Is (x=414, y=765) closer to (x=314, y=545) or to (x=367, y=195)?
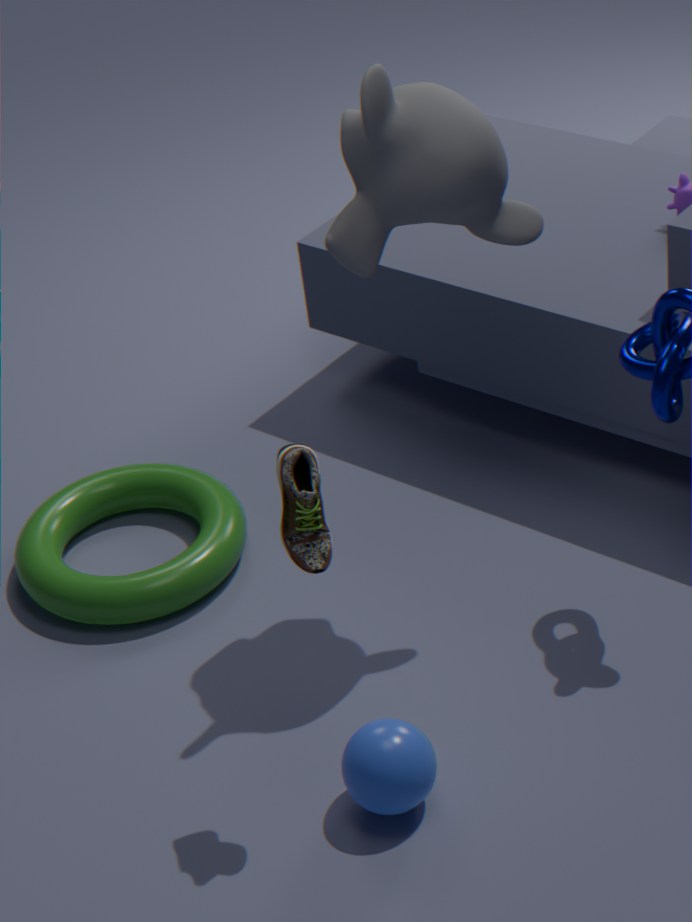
(x=314, y=545)
